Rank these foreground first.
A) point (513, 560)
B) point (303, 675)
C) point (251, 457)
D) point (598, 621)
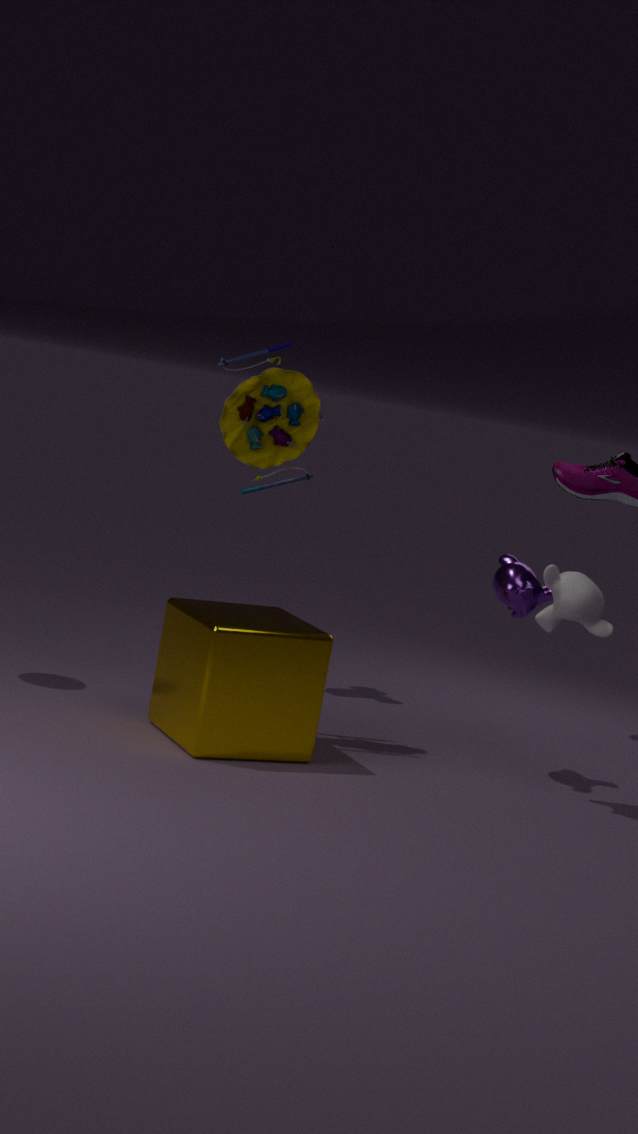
1. point (303, 675)
2. point (598, 621)
3. point (251, 457)
4. point (513, 560)
